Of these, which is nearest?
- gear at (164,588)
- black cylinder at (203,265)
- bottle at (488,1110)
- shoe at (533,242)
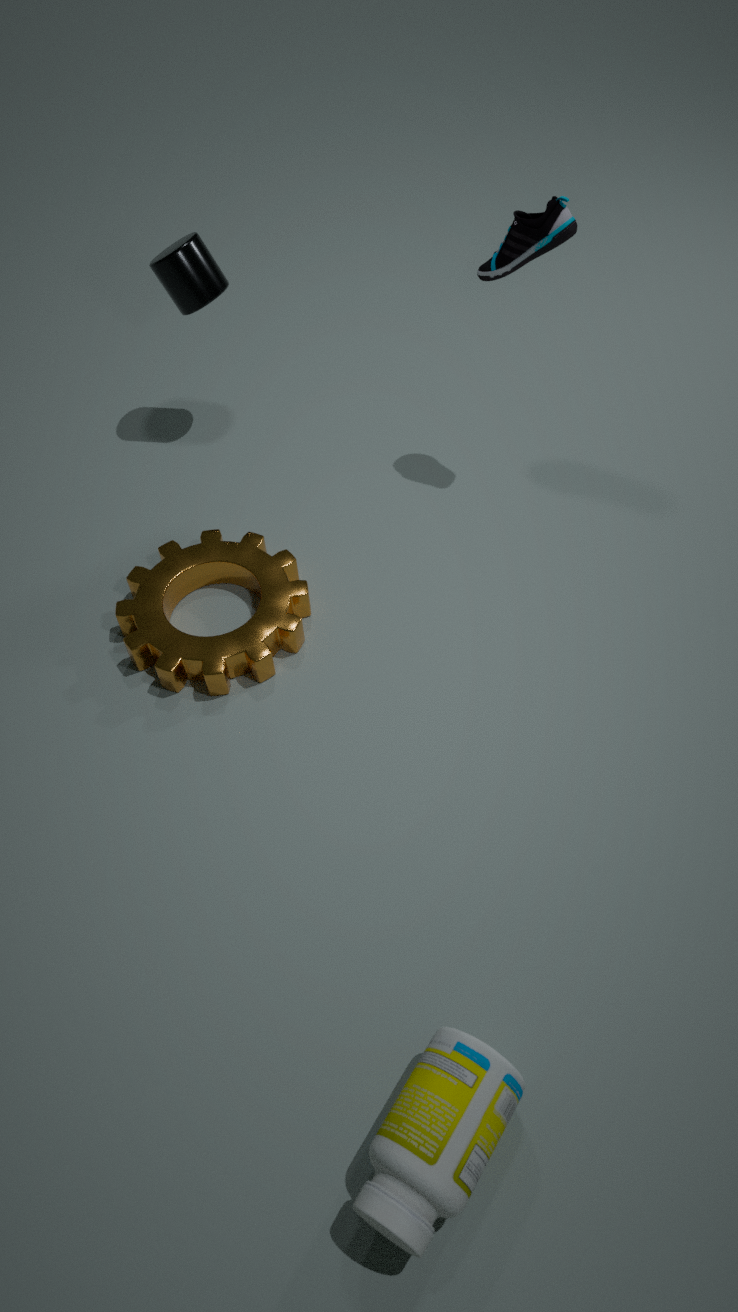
bottle at (488,1110)
